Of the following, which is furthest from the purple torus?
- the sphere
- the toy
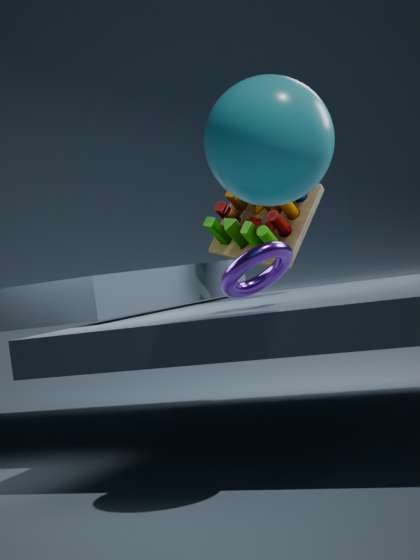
the toy
